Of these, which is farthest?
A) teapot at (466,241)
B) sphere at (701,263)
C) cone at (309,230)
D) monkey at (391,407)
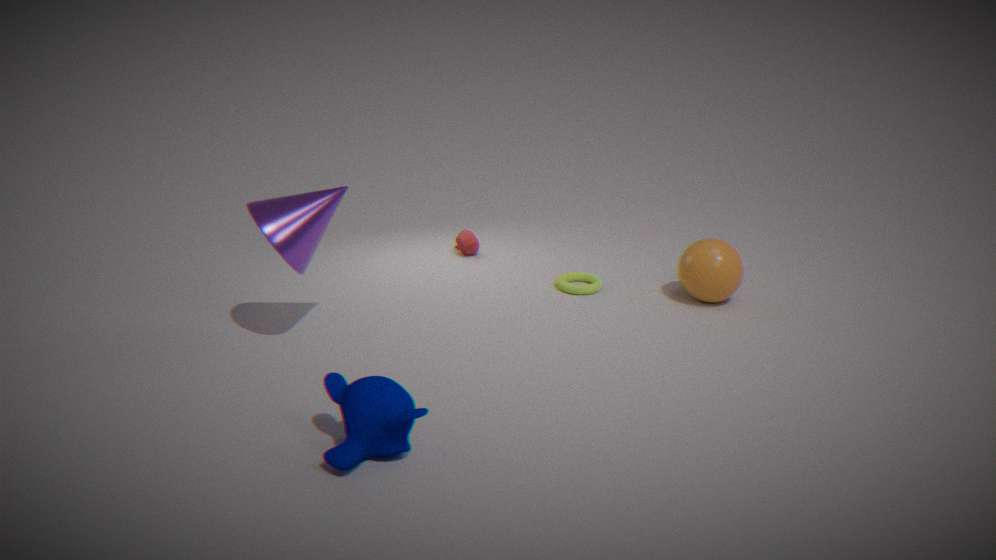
teapot at (466,241)
